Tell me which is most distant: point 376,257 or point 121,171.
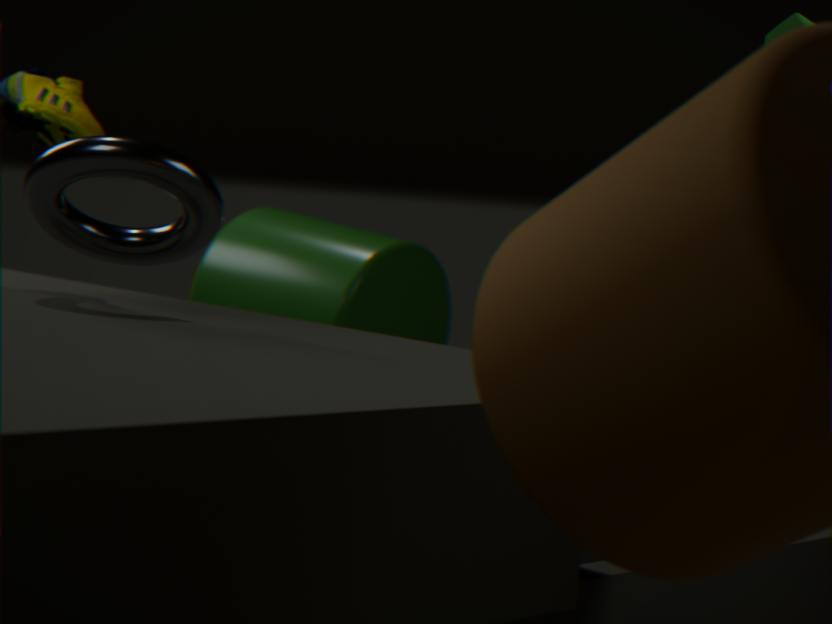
point 376,257
